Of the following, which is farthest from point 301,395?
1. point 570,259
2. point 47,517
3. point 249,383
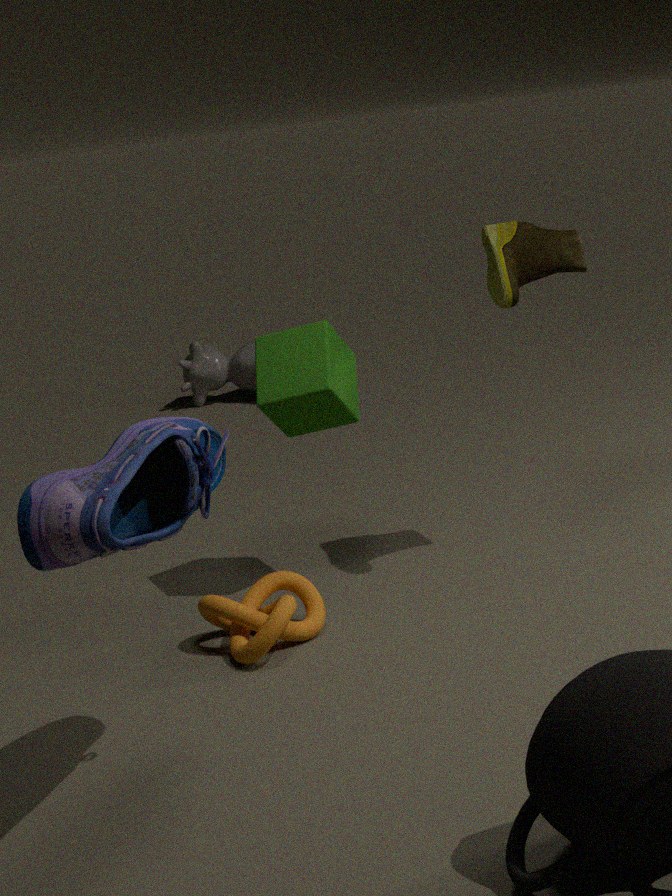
point 249,383
